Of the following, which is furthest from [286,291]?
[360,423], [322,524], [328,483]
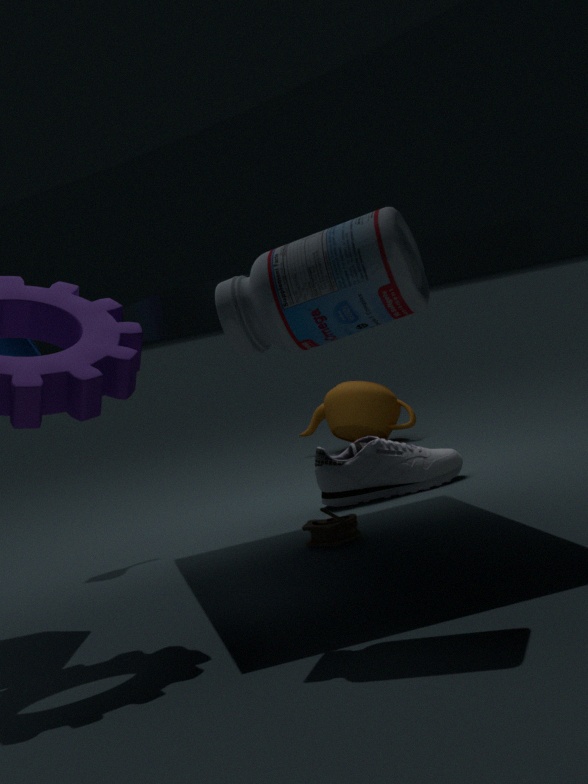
[360,423]
